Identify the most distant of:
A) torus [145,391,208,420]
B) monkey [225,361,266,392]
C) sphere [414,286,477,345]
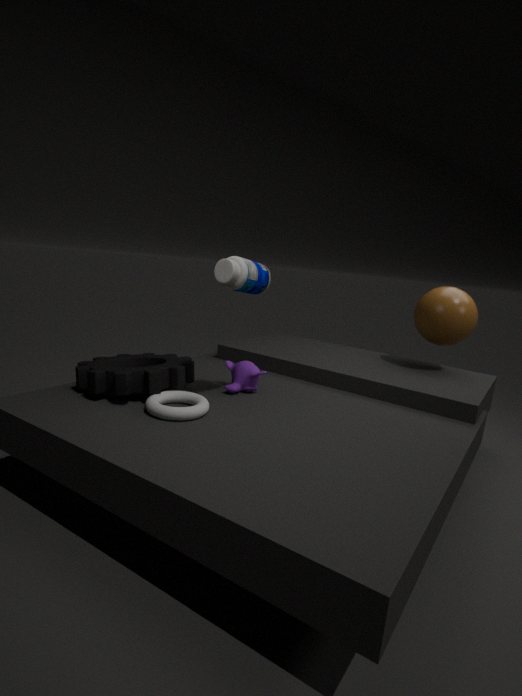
sphere [414,286,477,345]
